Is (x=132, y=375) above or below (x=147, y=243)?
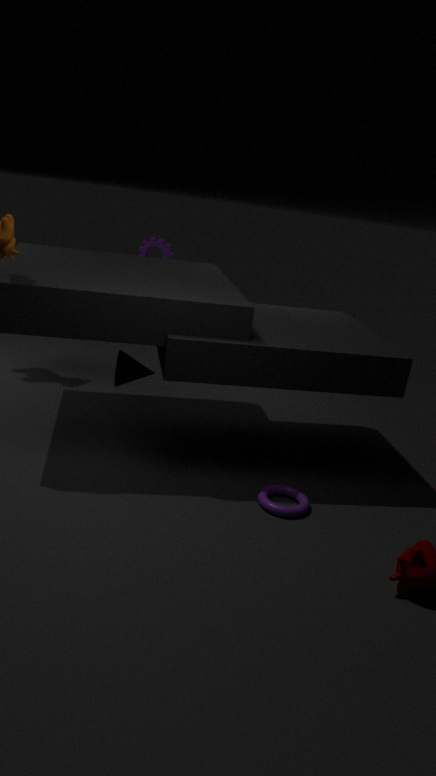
below
